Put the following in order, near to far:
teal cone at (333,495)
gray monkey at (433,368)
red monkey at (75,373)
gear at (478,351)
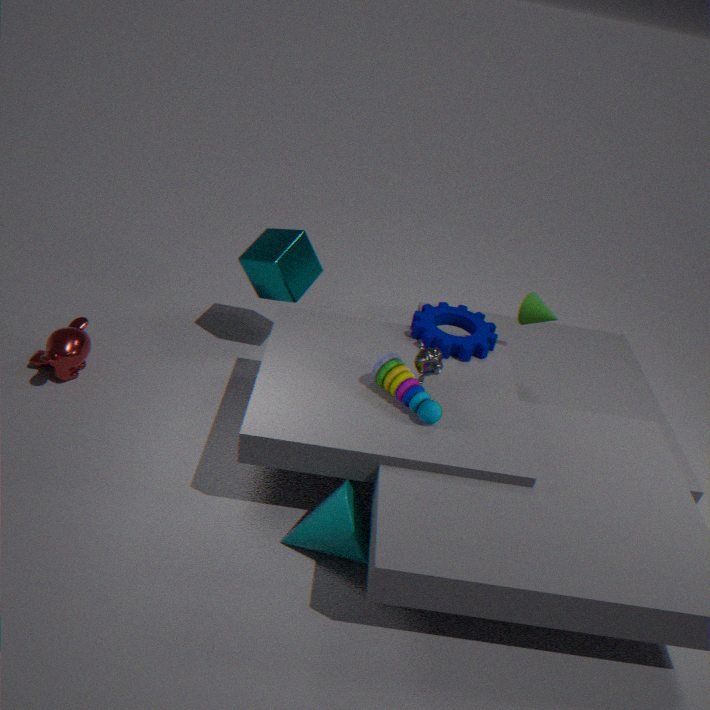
1. teal cone at (333,495)
2. gray monkey at (433,368)
3. gear at (478,351)
4. red monkey at (75,373)
